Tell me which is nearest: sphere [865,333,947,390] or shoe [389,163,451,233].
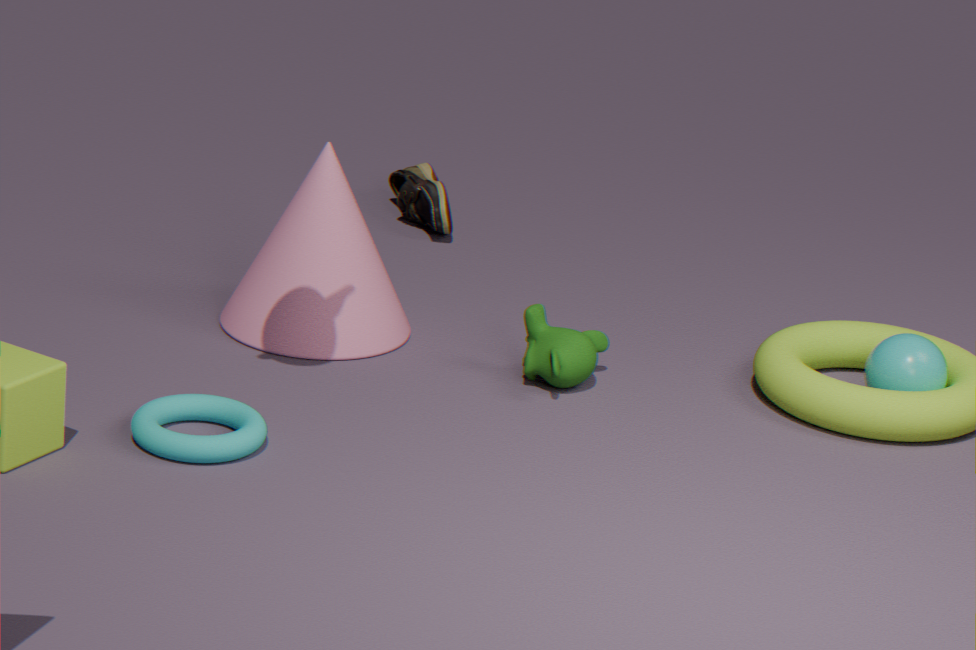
sphere [865,333,947,390]
